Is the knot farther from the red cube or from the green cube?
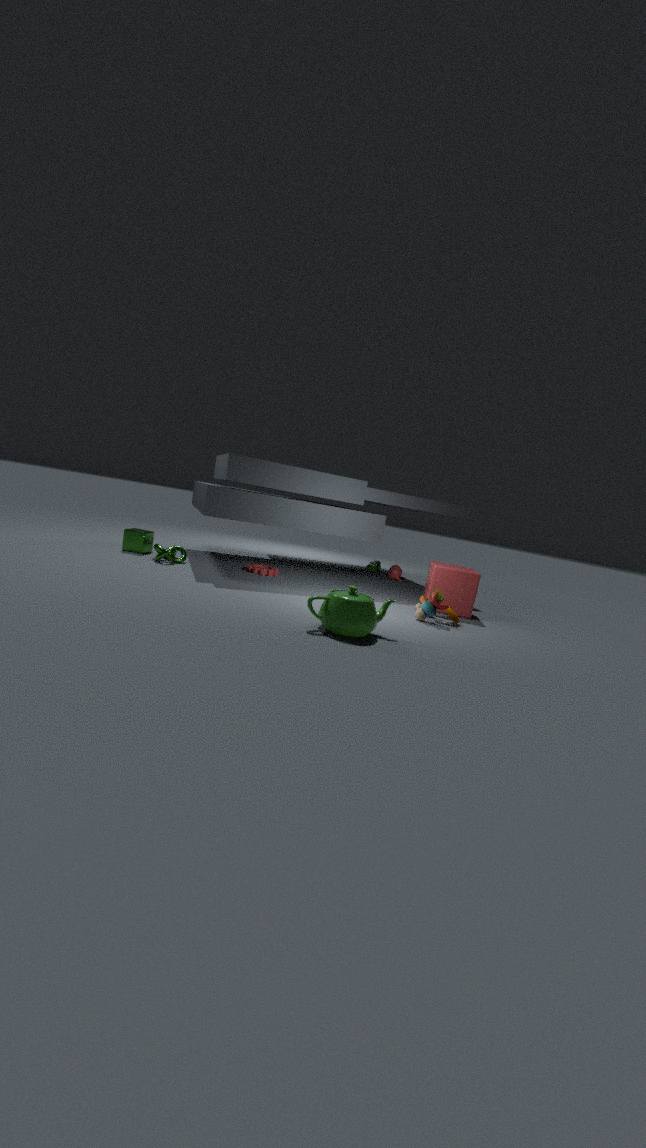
the red cube
